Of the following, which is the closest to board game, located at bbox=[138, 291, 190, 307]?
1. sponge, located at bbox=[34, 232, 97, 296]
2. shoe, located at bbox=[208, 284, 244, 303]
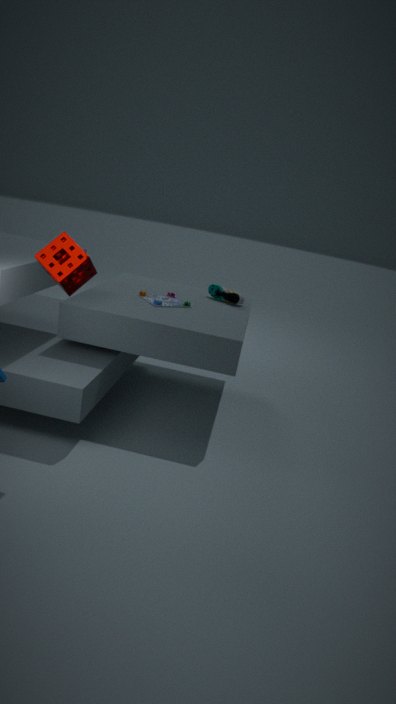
shoe, located at bbox=[208, 284, 244, 303]
